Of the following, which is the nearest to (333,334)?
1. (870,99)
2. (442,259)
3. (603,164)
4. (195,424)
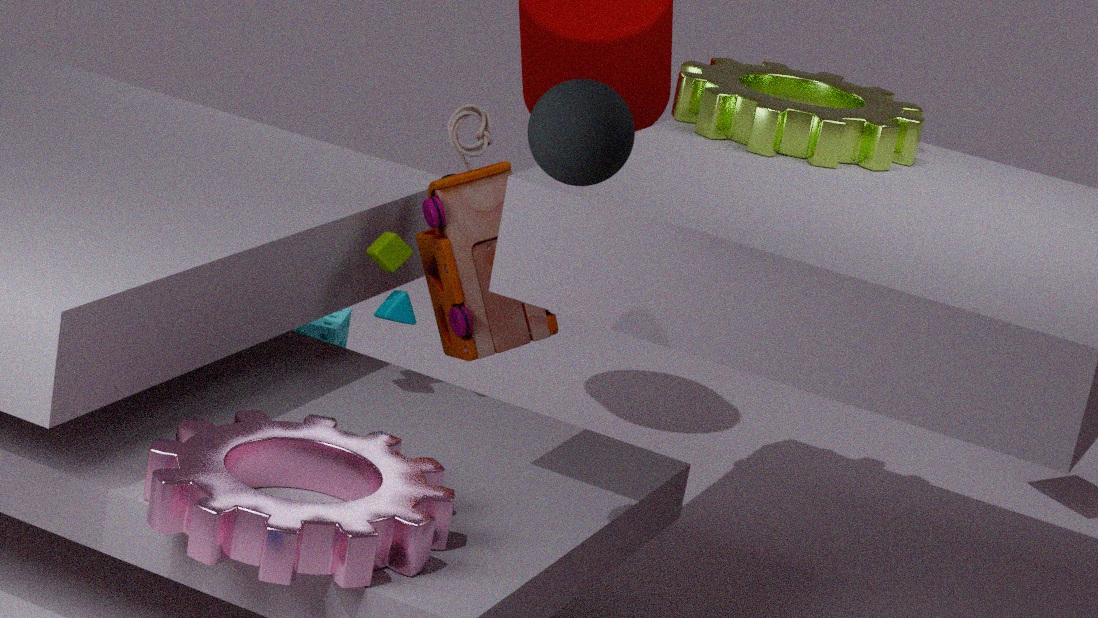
(442,259)
